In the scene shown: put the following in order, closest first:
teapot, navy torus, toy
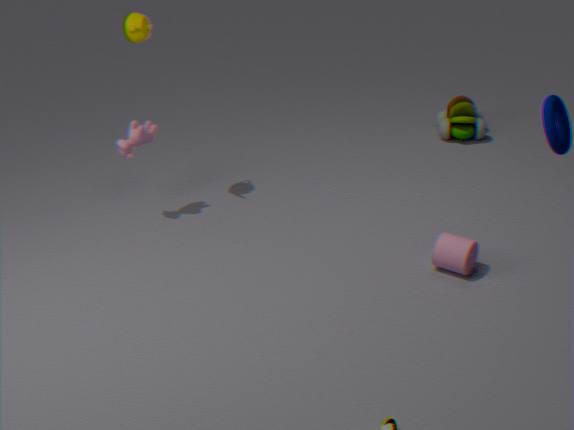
navy torus < teapot < toy
